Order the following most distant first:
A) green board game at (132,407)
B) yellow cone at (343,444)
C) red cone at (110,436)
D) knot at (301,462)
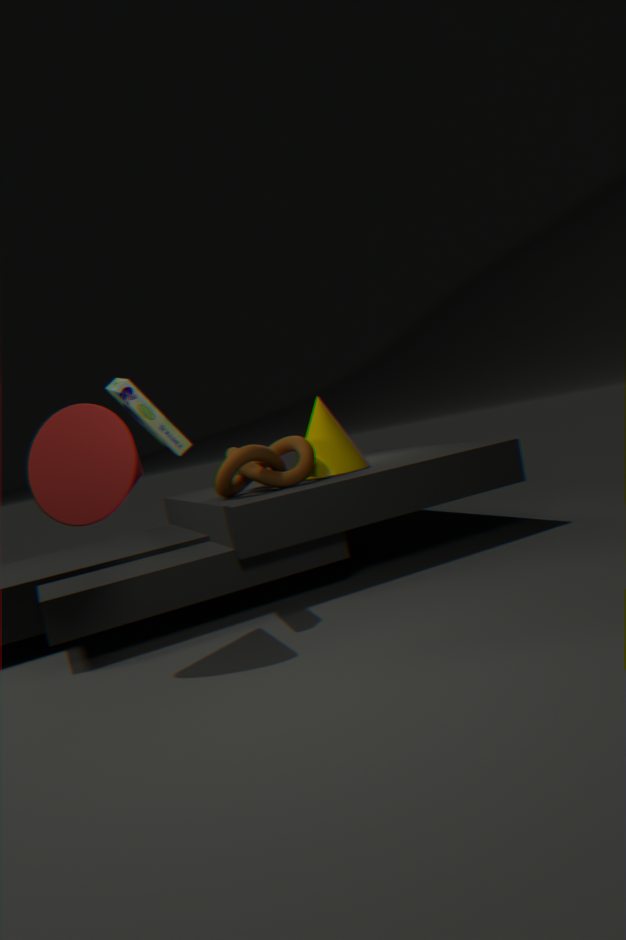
1. yellow cone at (343,444)
2. knot at (301,462)
3. green board game at (132,407)
4. red cone at (110,436)
